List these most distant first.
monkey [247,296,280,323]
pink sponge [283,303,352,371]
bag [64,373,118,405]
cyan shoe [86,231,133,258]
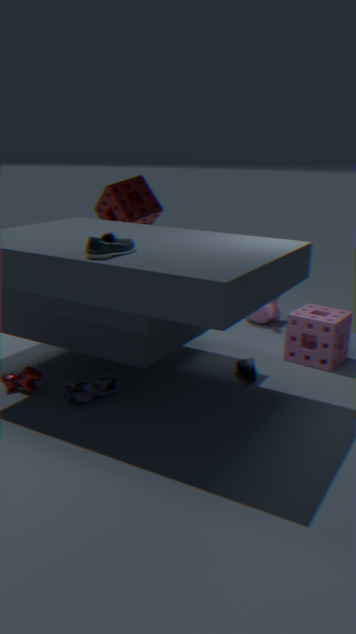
monkey [247,296,280,323] → pink sponge [283,303,352,371] → bag [64,373,118,405] → cyan shoe [86,231,133,258]
